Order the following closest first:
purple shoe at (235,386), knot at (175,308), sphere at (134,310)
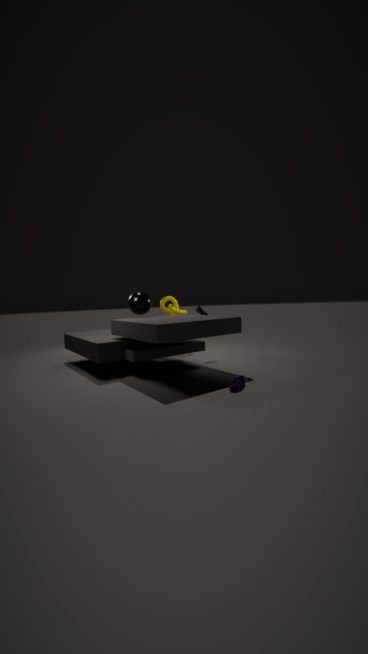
purple shoe at (235,386), sphere at (134,310), knot at (175,308)
